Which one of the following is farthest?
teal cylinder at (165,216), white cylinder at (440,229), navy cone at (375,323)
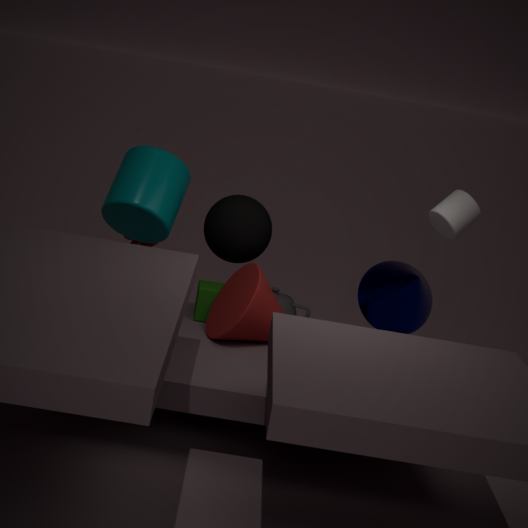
navy cone at (375,323)
